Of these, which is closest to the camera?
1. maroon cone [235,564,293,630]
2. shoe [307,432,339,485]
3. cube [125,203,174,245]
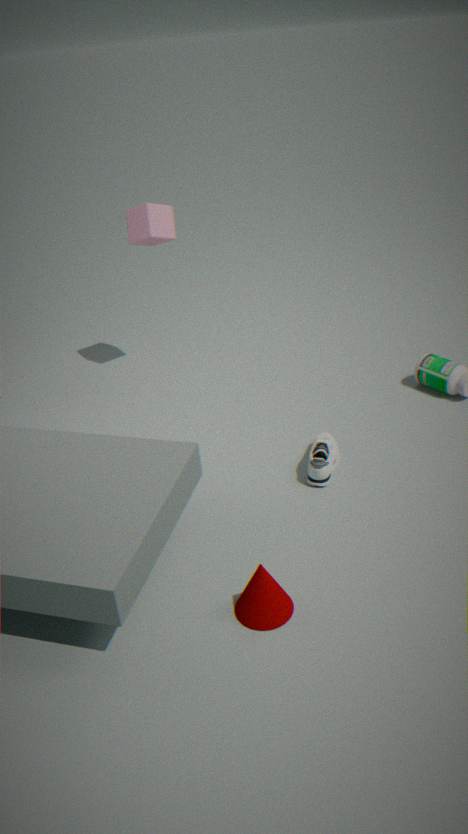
maroon cone [235,564,293,630]
